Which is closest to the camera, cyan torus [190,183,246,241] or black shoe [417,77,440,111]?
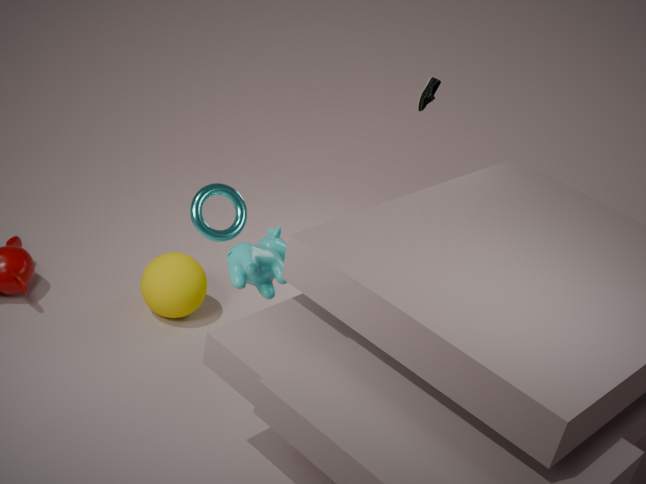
cyan torus [190,183,246,241]
